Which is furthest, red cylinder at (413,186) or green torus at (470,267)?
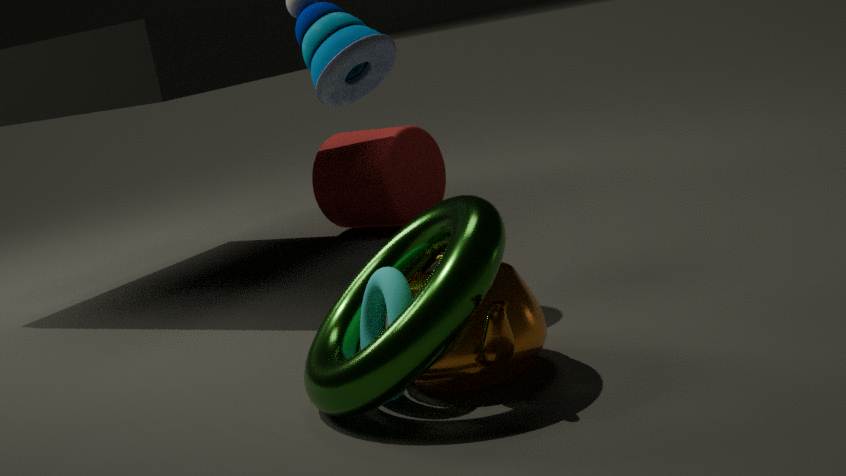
red cylinder at (413,186)
